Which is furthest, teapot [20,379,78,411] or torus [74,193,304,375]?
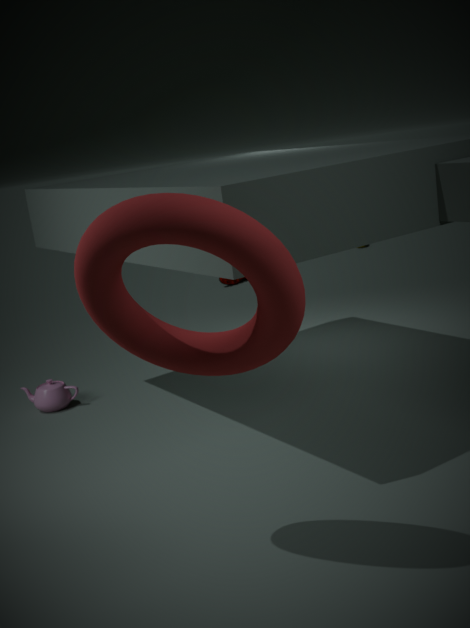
teapot [20,379,78,411]
